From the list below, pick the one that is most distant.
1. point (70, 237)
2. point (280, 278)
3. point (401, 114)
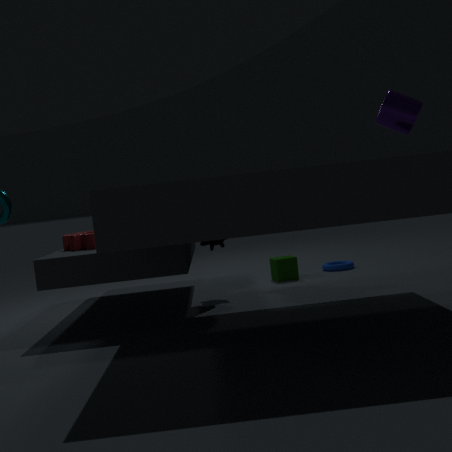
point (280, 278)
